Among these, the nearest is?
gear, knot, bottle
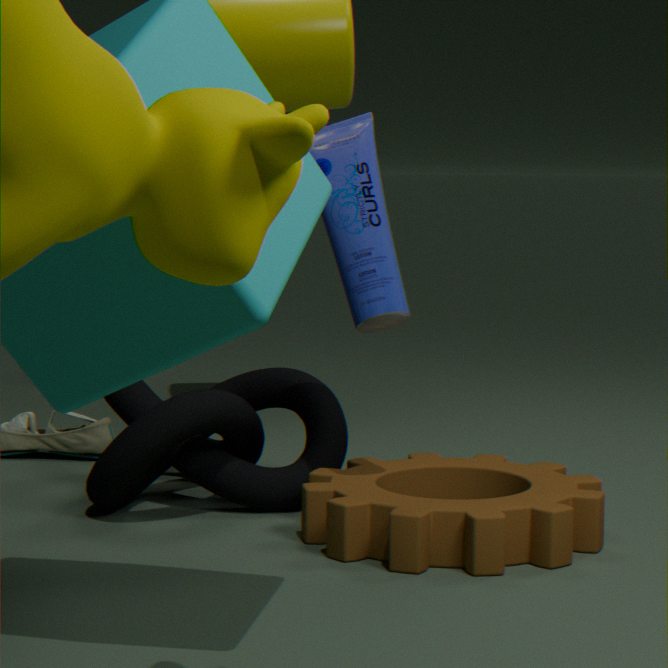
gear
